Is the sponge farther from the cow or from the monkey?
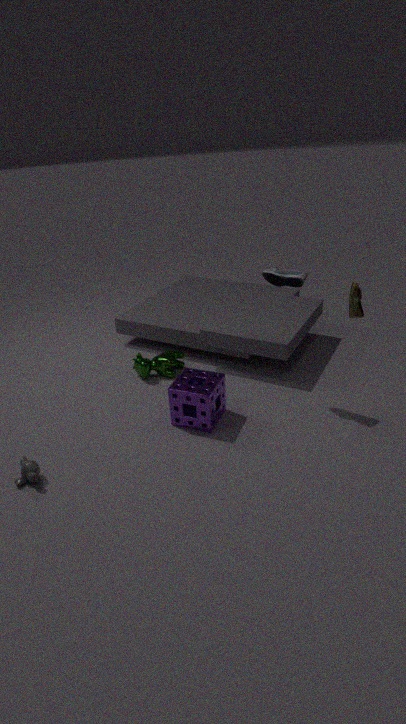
the monkey
